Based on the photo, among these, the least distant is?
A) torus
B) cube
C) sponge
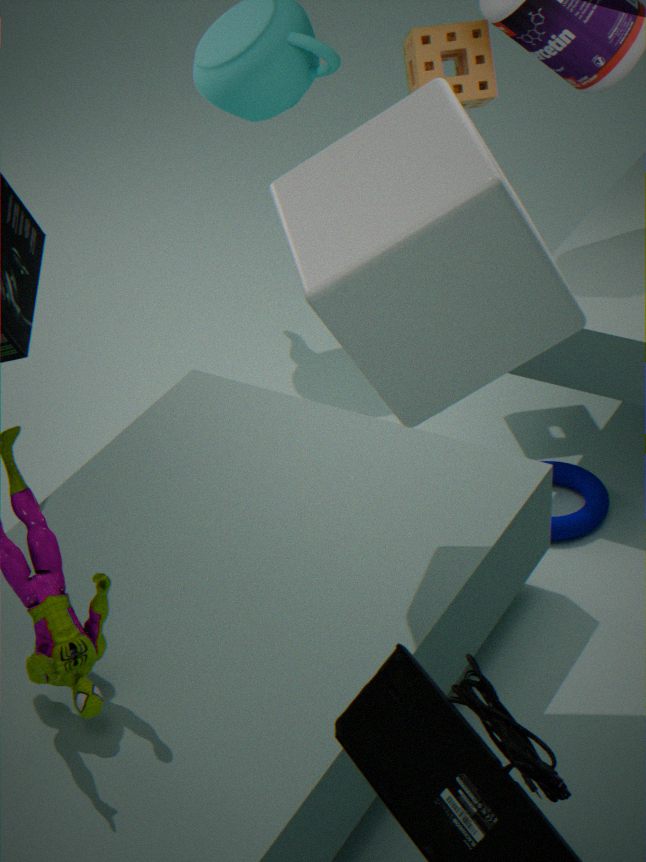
cube
